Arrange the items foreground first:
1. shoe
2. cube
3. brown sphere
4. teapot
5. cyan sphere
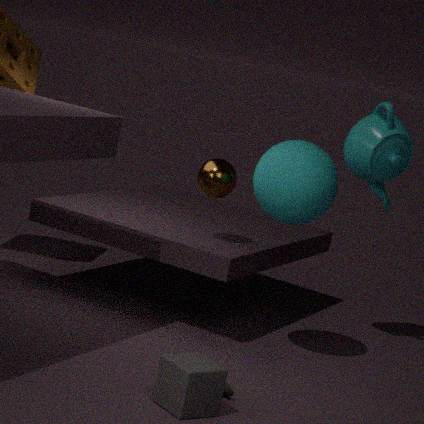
cube, shoe, cyan sphere, brown sphere, teapot
